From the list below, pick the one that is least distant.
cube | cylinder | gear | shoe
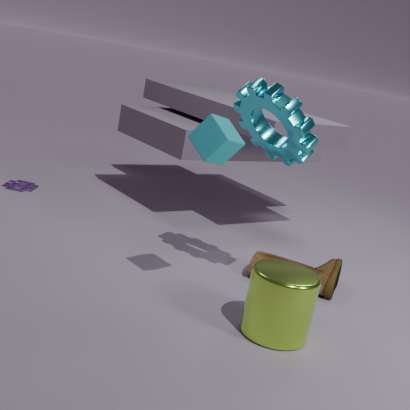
cylinder
